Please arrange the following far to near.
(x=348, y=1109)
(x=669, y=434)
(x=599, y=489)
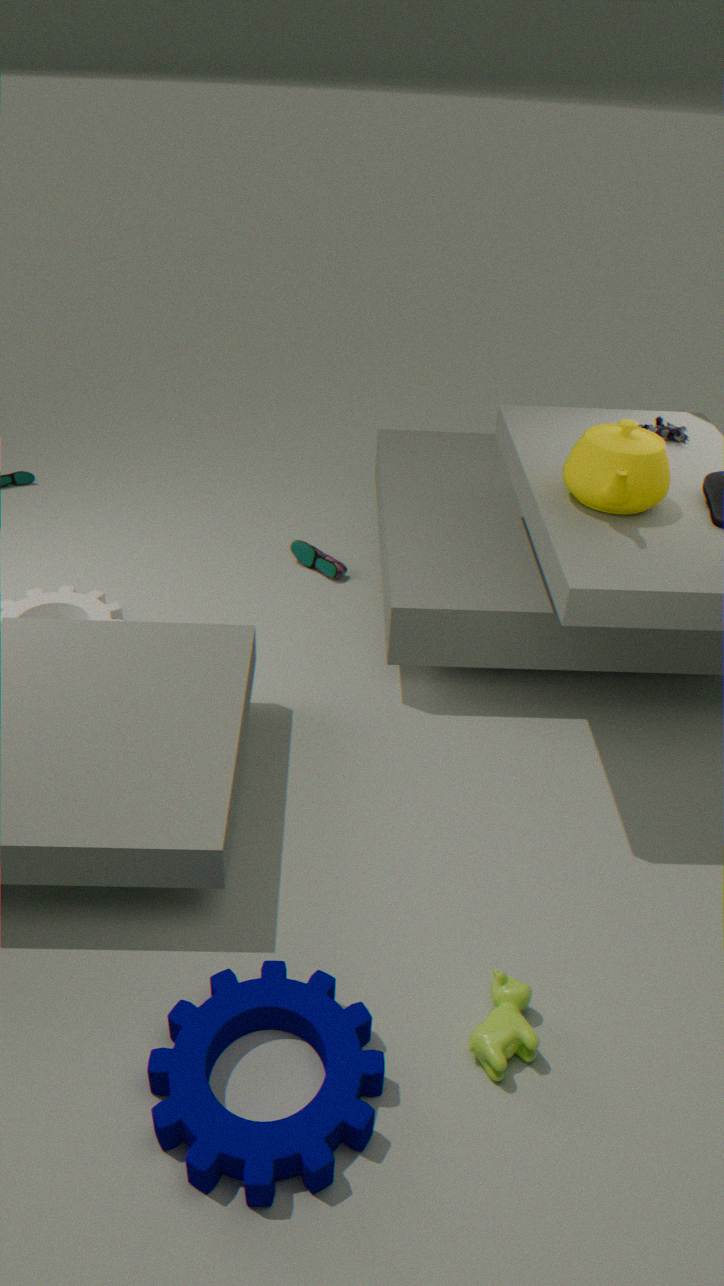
(x=669, y=434) < (x=599, y=489) < (x=348, y=1109)
